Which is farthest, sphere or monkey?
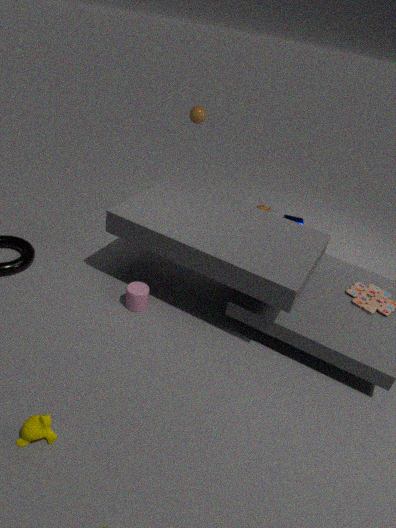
sphere
